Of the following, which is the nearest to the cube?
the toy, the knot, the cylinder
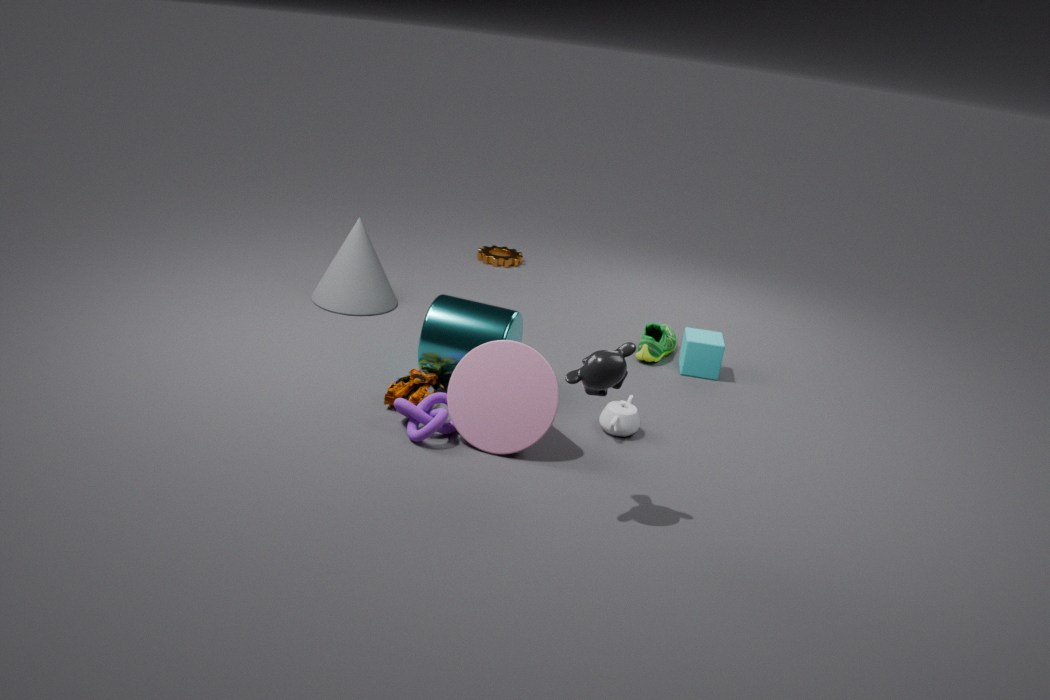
the cylinder
